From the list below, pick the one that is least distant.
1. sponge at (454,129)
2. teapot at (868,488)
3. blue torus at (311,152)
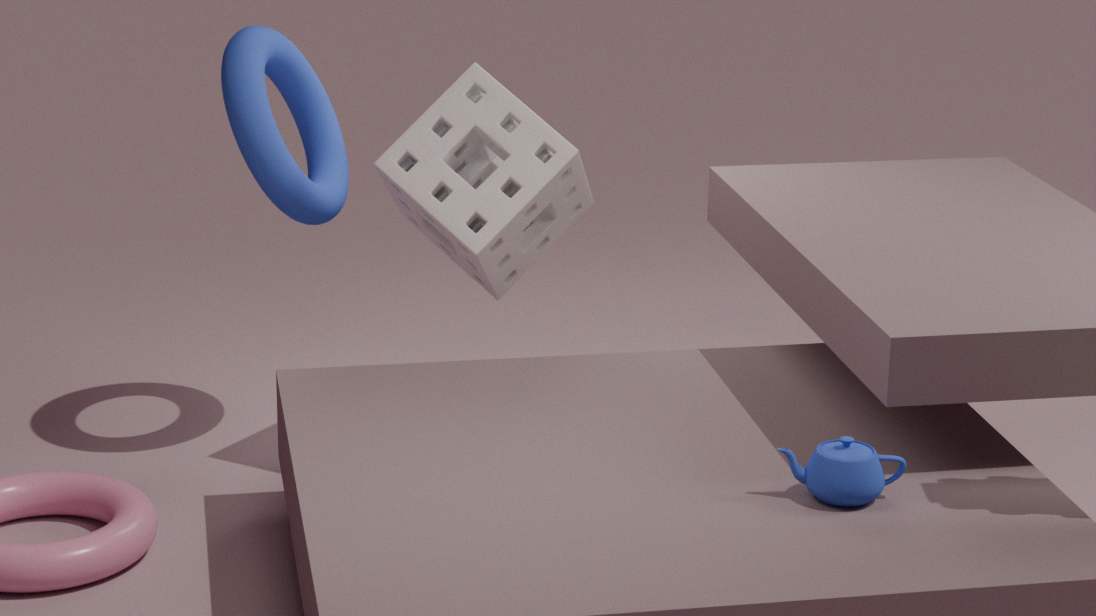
teapot at (868,488)
